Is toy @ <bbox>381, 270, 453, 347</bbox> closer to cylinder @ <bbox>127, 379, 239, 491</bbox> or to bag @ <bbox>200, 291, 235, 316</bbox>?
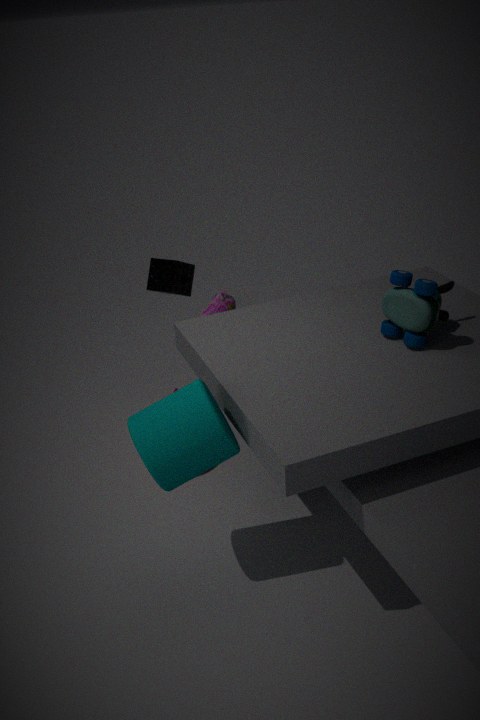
cylinder @ <bbox>127, 379, 239, 491</bbox>
